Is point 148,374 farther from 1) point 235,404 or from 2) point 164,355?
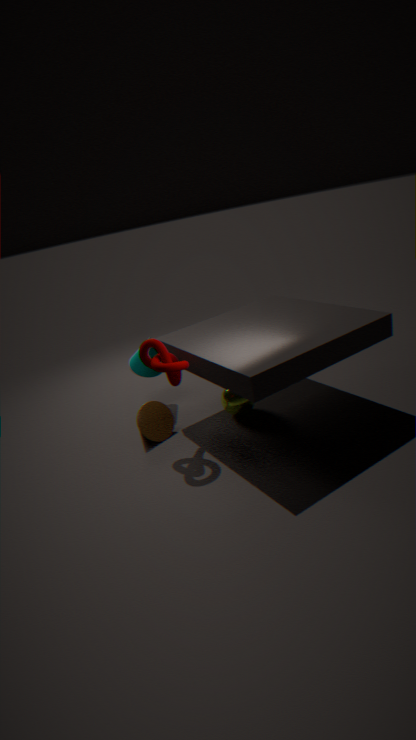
1) point 235,404
